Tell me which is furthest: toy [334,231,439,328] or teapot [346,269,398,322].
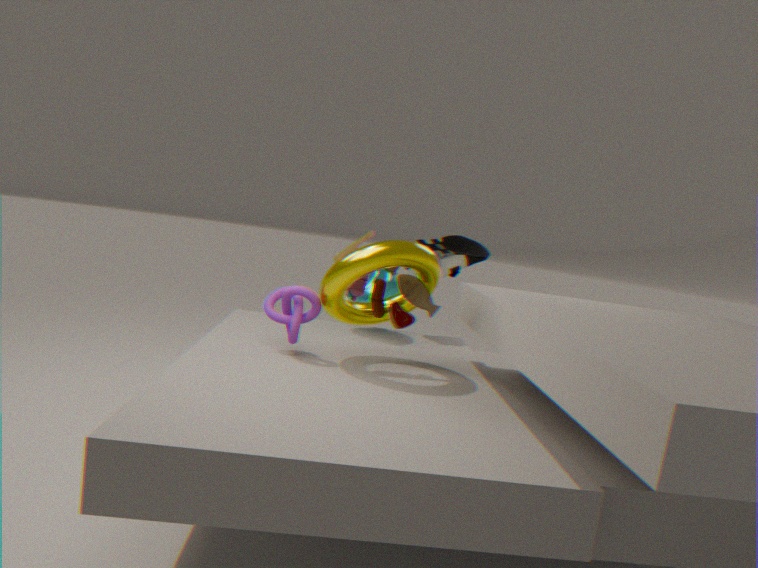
teapot [346,269,398,322]
